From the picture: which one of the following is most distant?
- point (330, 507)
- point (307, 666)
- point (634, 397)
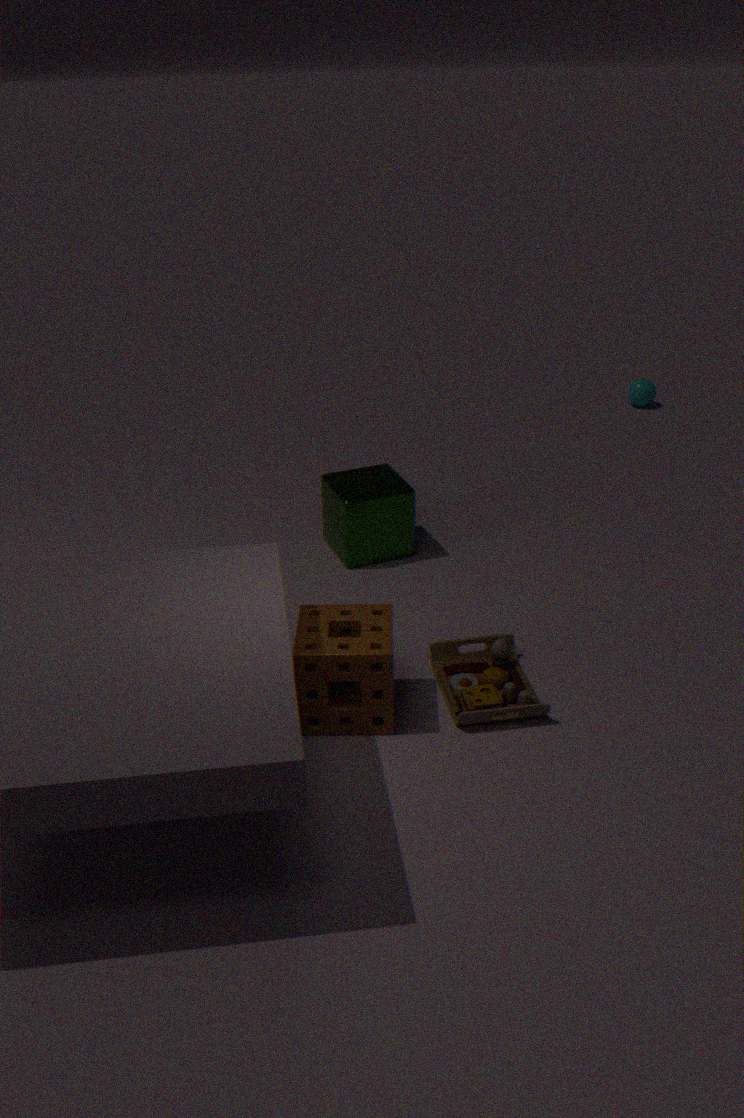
point (634, 397)
